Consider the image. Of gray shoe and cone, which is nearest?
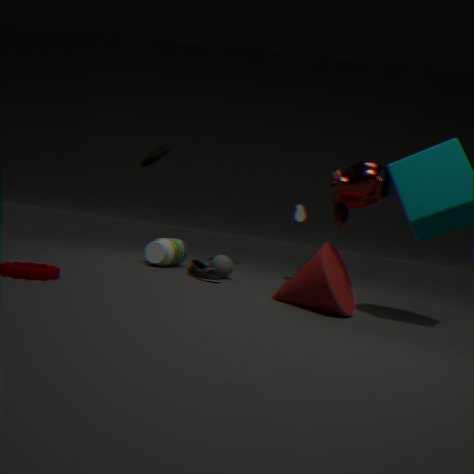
cone
